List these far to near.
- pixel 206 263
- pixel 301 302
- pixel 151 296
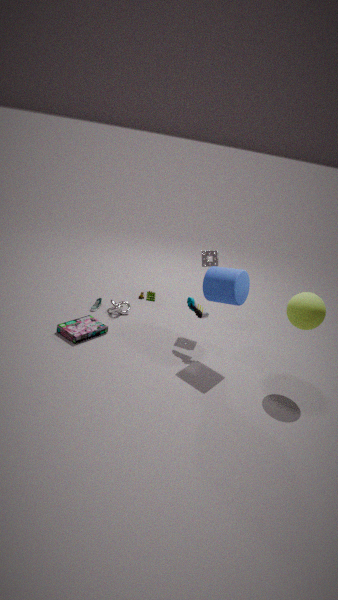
pixel 151 296 → pixel 206 263 → pixel 301 302
